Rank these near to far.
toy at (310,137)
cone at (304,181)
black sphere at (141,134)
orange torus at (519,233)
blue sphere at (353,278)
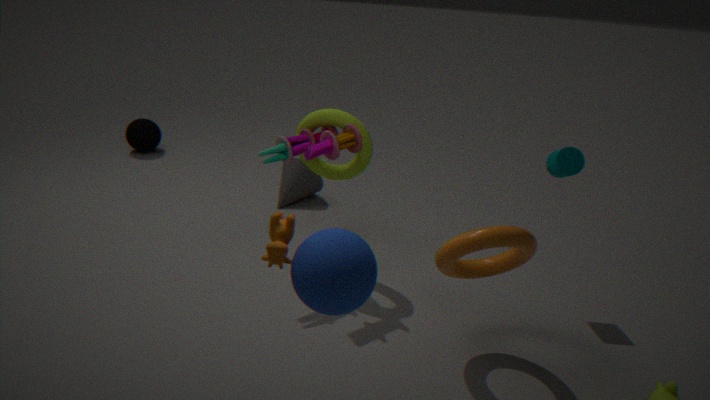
blue sphere at (353,278) < orange torus at (519,233) < toy at (310,137) < cone at (304,181) < black sphere at (141,134)
